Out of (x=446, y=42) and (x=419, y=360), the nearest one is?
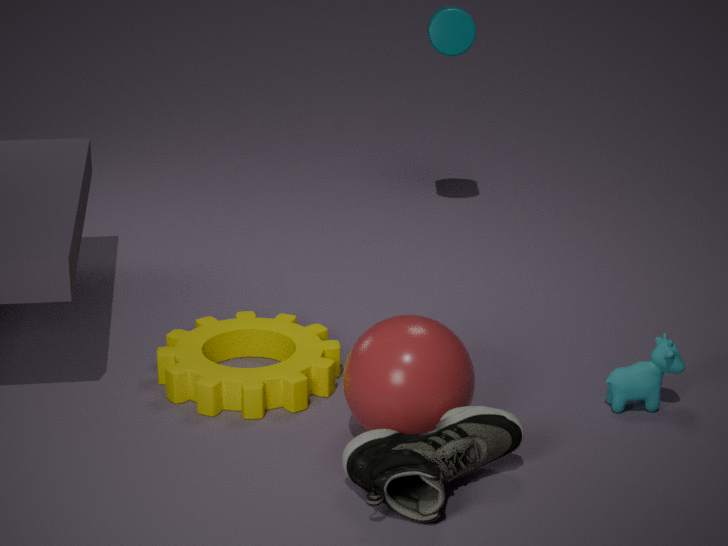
(x=419, y=360)
